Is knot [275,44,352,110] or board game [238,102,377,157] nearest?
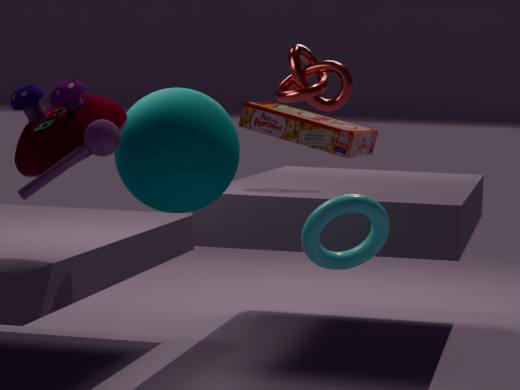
board game [238,102,377,157]
